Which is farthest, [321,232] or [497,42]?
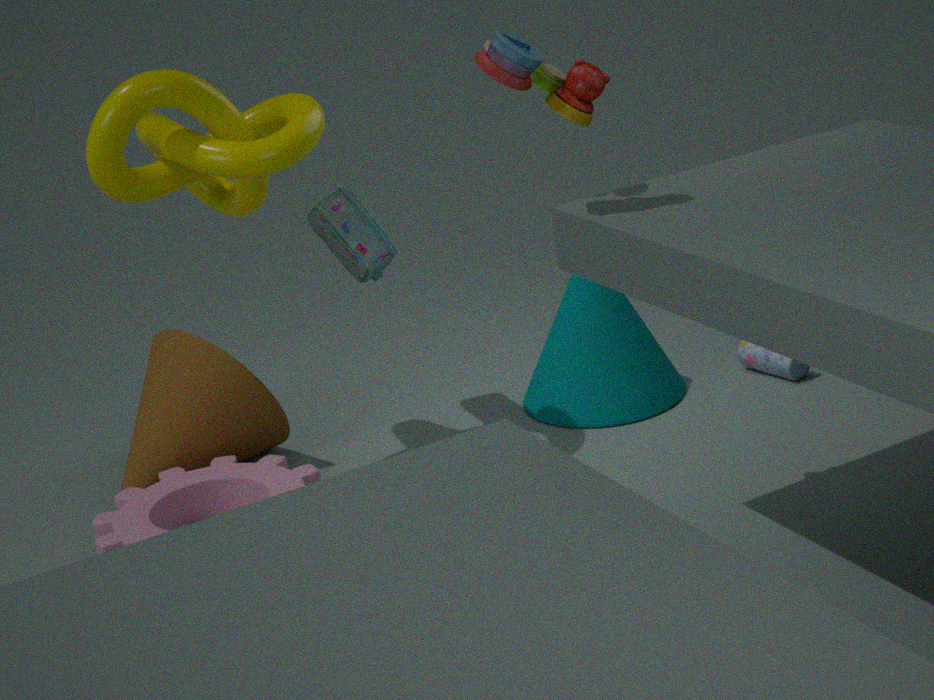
[321,232]
